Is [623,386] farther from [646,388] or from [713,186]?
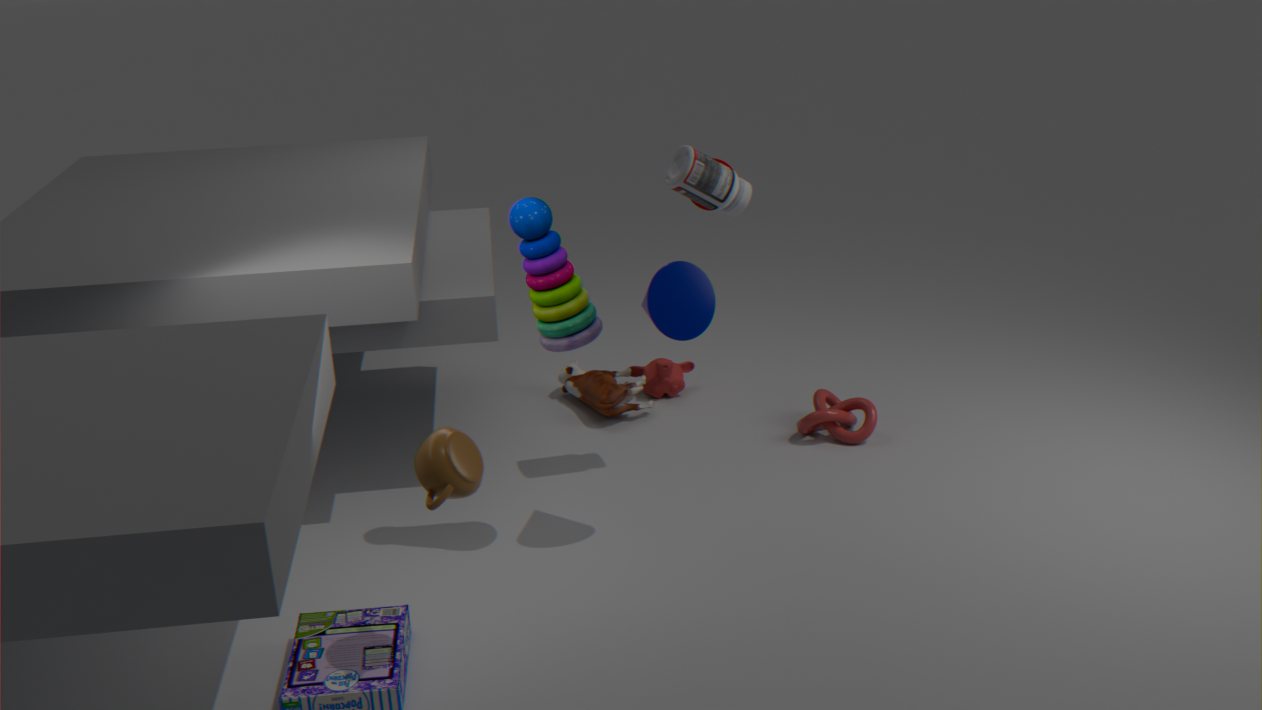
[713,186]
